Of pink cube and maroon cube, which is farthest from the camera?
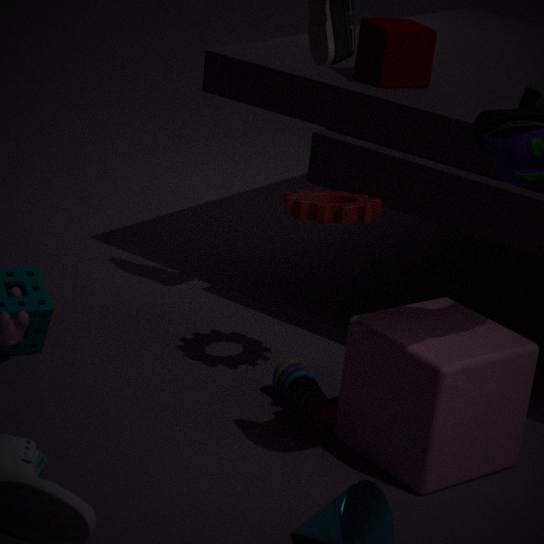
maroon cube
